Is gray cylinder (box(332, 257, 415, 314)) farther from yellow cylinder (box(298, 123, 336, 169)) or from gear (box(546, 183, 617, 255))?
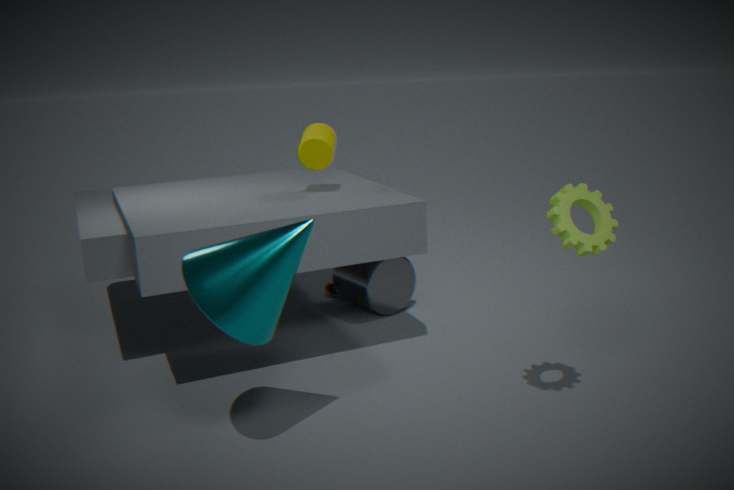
gear (box(546, 183, 617, 255))
